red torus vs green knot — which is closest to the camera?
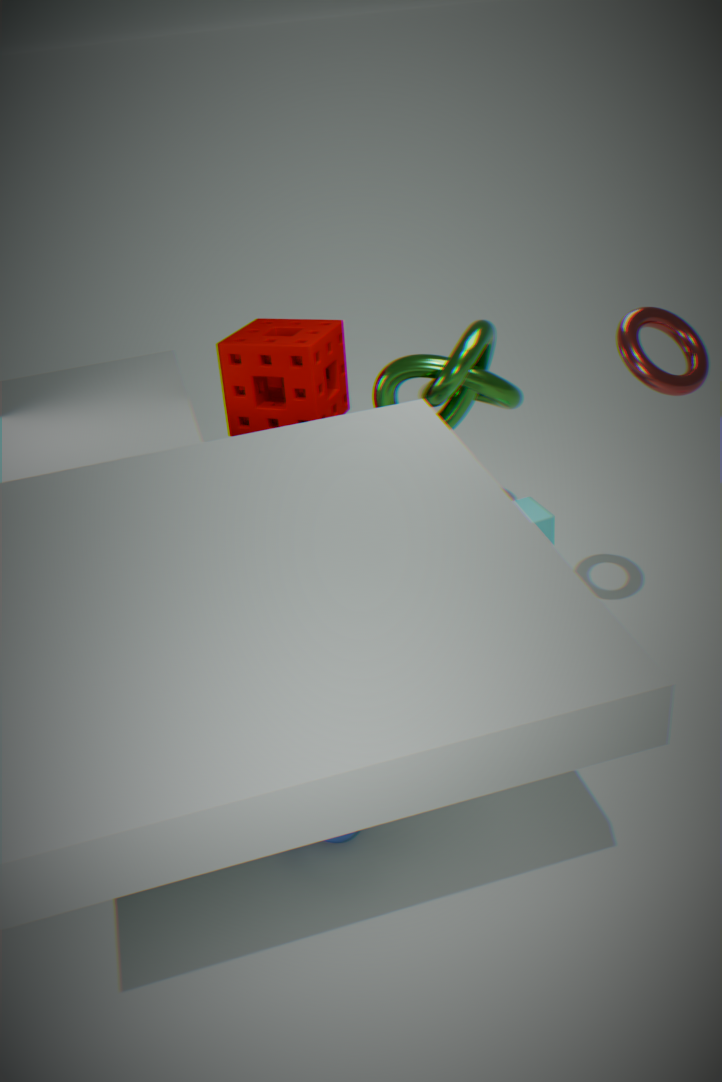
red torus
